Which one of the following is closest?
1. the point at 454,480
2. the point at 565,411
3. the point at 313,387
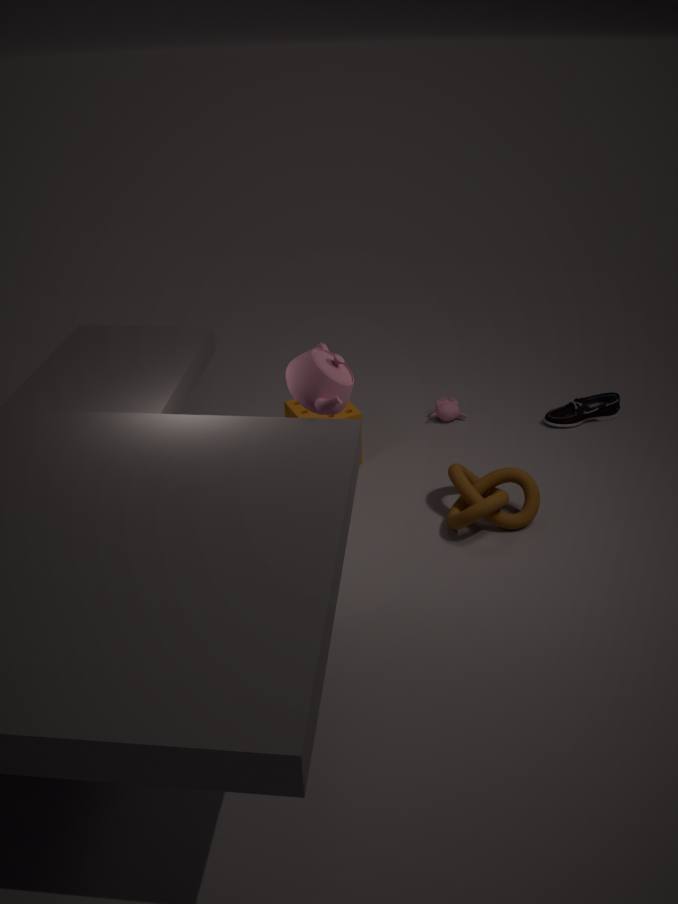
the point at 313,387
